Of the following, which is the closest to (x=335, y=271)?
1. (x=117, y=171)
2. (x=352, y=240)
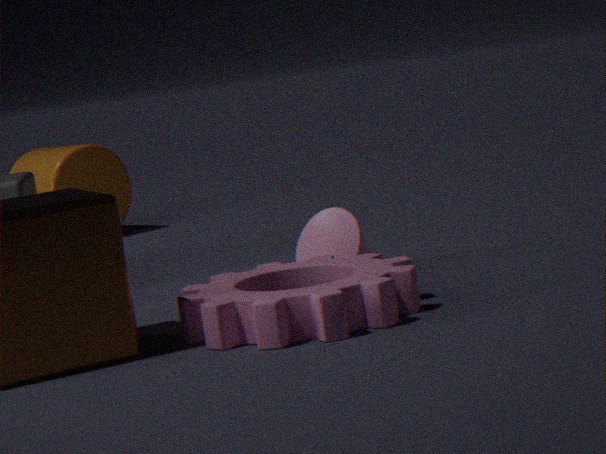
(x=352, y=240)
